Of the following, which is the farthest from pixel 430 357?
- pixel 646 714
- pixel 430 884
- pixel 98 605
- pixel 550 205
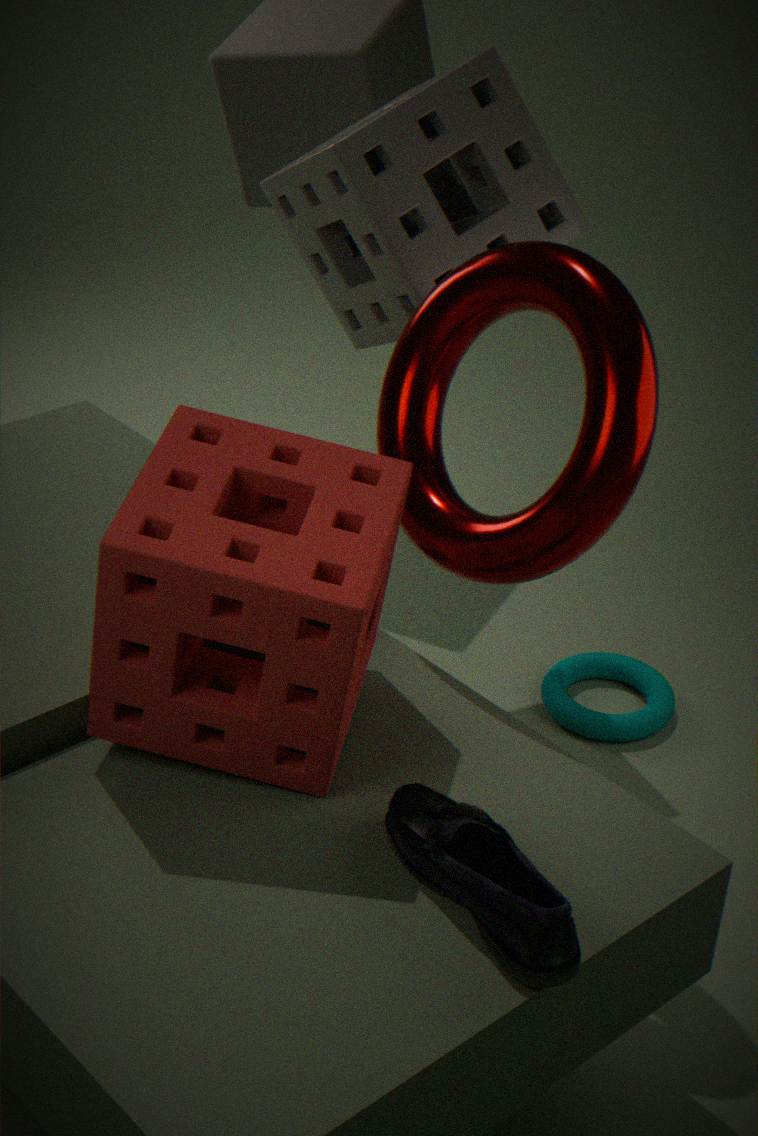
pixel 646 714
